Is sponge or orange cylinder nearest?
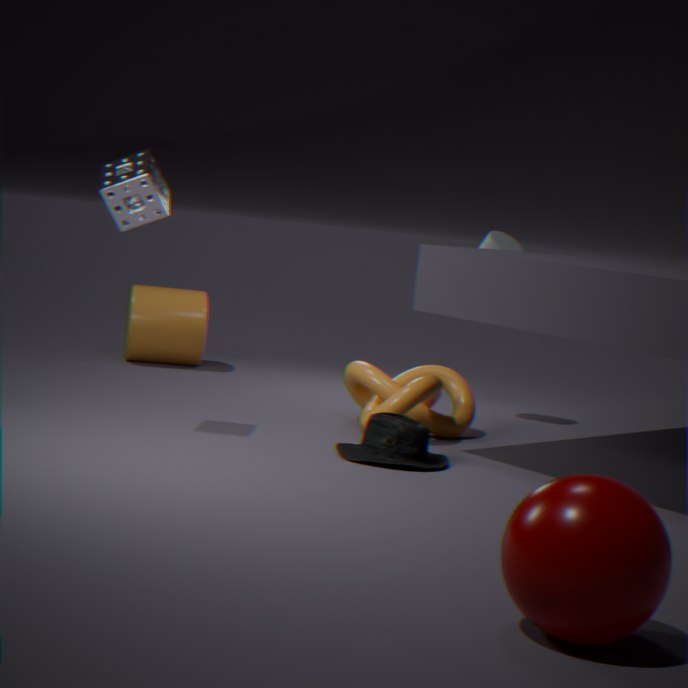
sponge
